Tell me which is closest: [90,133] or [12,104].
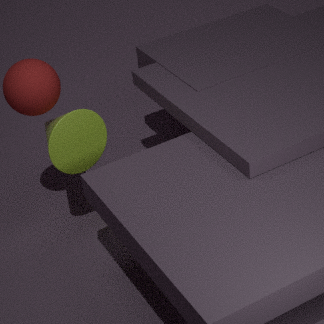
[12,104]
